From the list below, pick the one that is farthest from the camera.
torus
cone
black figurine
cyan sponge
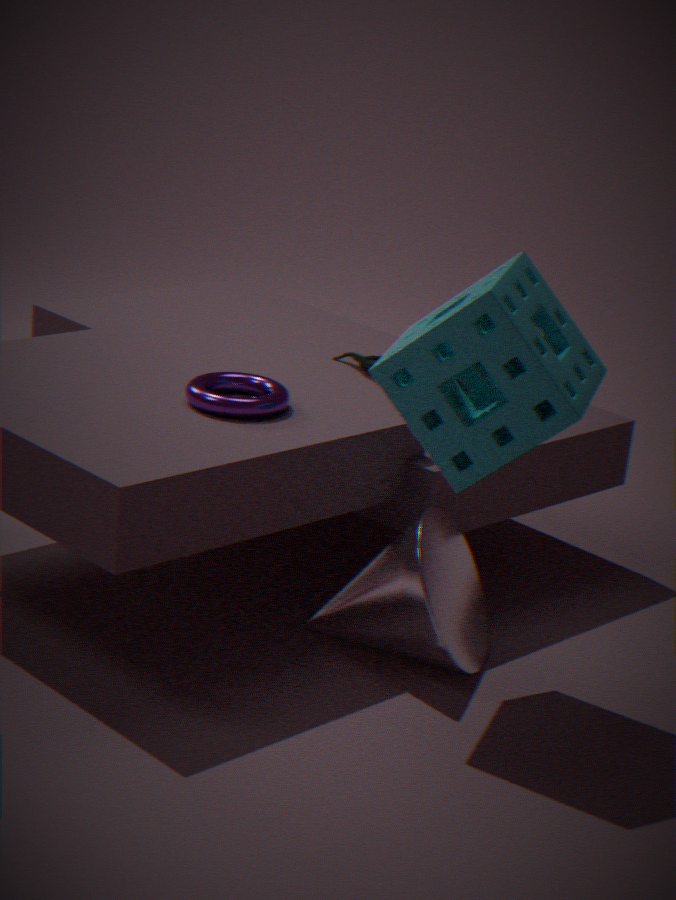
black figurine
